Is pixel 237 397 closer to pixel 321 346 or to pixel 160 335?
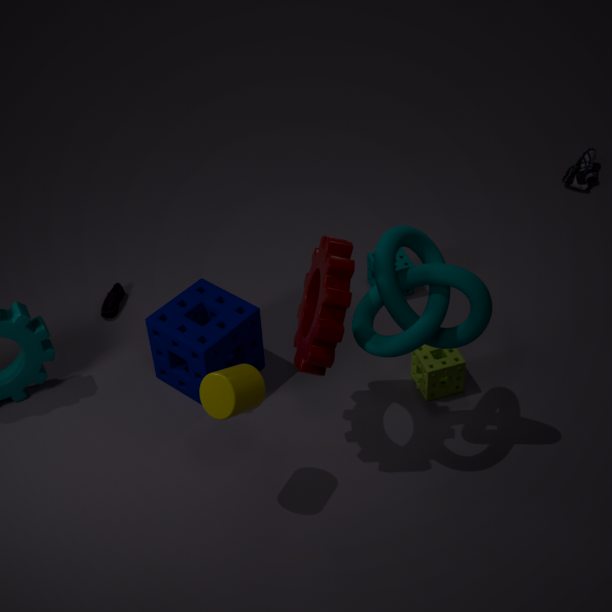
pixel 321 346
